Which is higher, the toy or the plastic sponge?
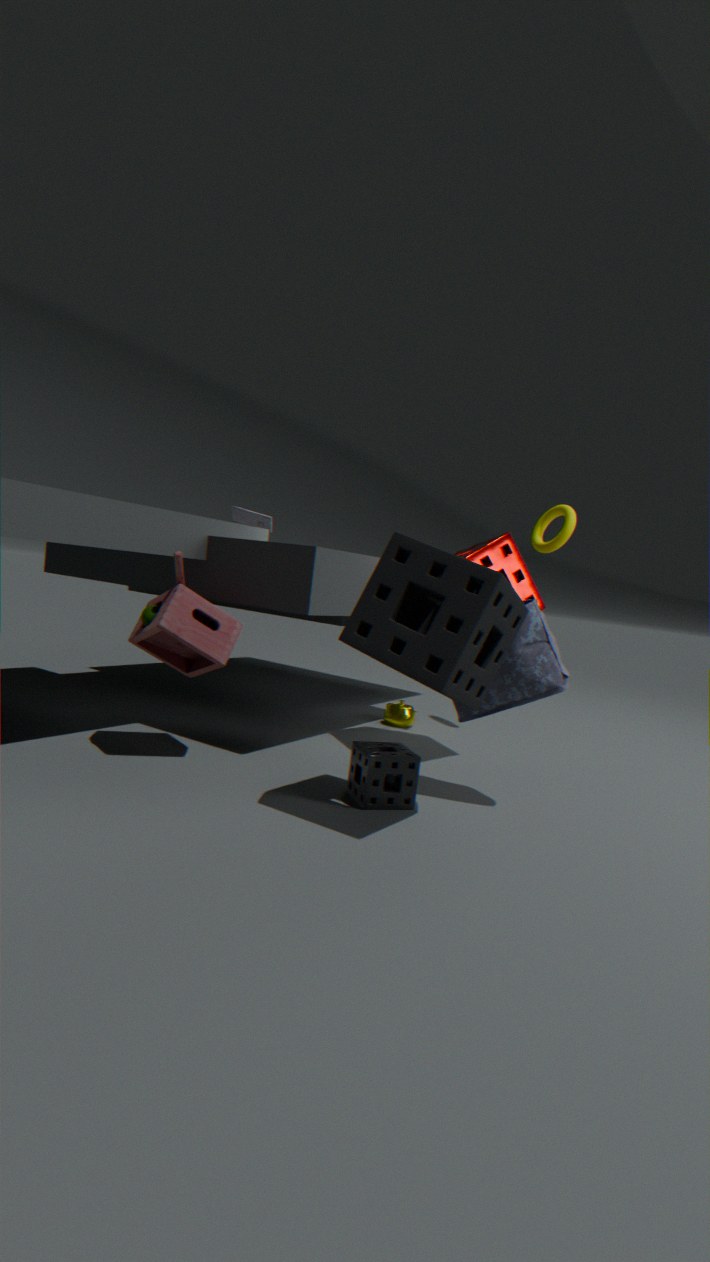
the toy
